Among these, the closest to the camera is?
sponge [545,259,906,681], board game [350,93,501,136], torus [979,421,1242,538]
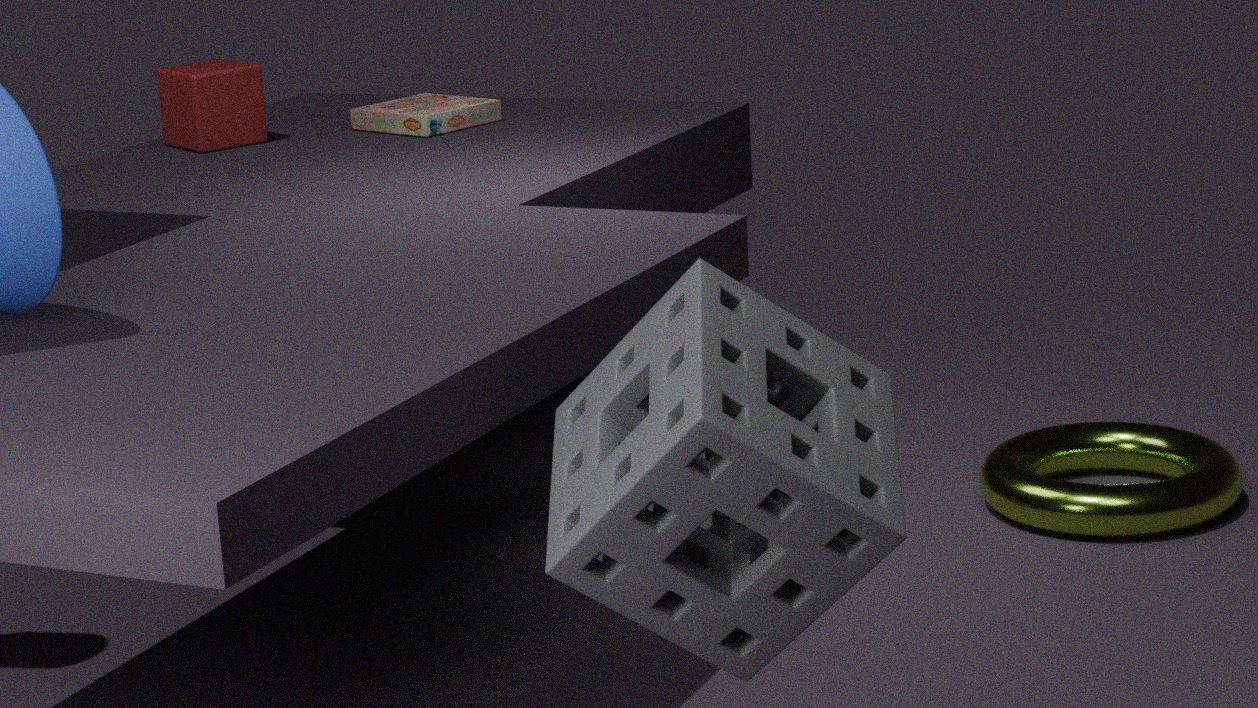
sponge [545,259,906,681]
